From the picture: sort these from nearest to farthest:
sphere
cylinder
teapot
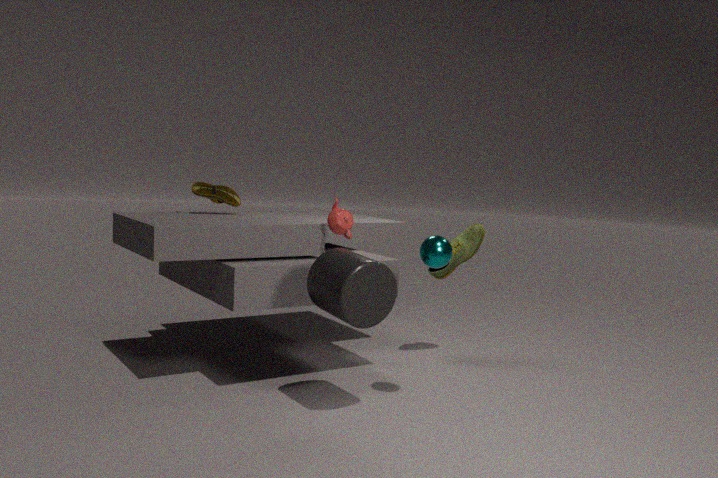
cylinder
sphere
teapot
